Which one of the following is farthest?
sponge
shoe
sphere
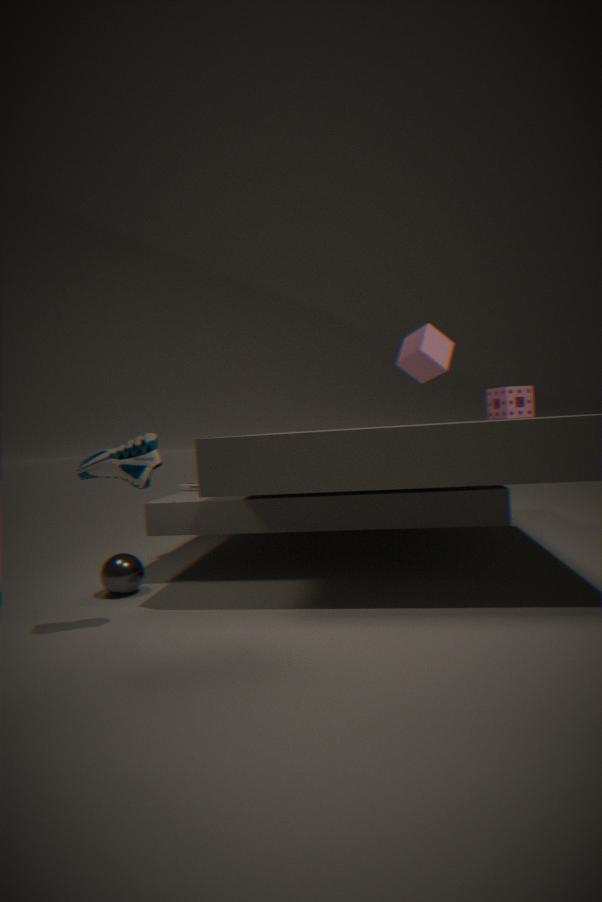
sponge
